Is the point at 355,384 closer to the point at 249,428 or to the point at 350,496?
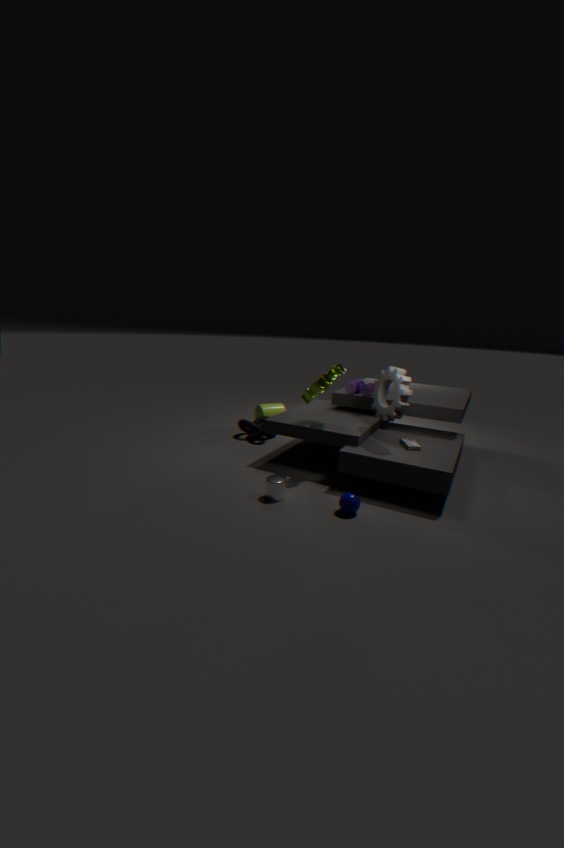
the point at 249,428
